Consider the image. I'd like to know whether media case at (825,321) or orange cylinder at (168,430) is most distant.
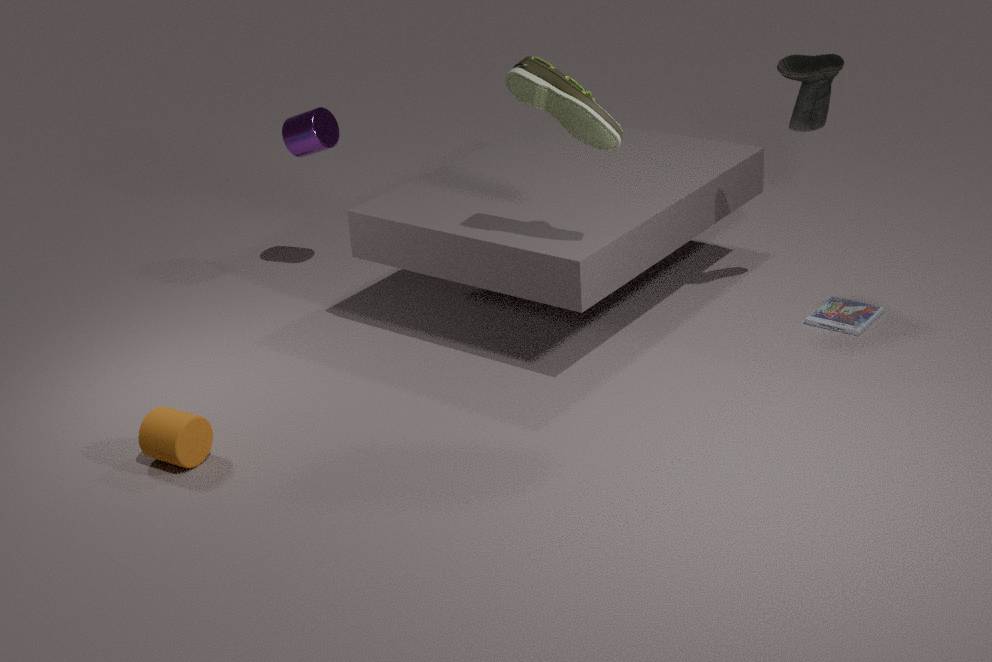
media case at (825,321)
